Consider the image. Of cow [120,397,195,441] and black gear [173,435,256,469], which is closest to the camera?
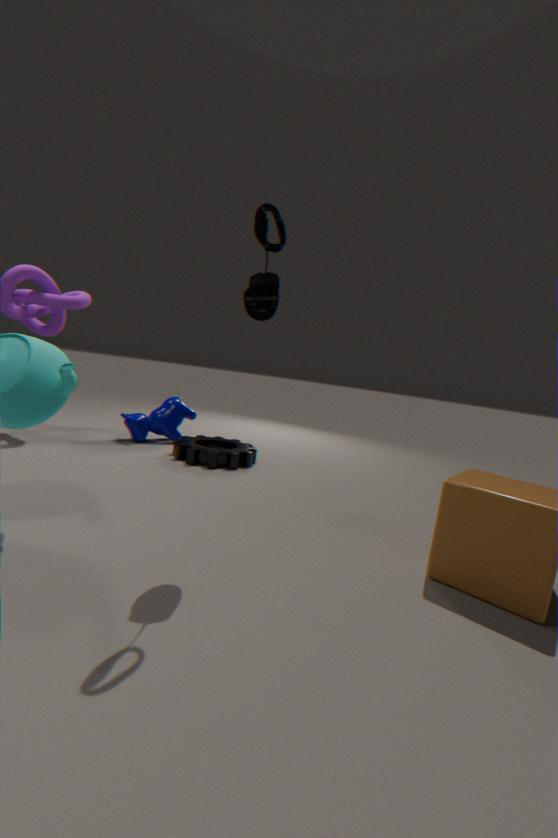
black gear [173,435,256,469]
